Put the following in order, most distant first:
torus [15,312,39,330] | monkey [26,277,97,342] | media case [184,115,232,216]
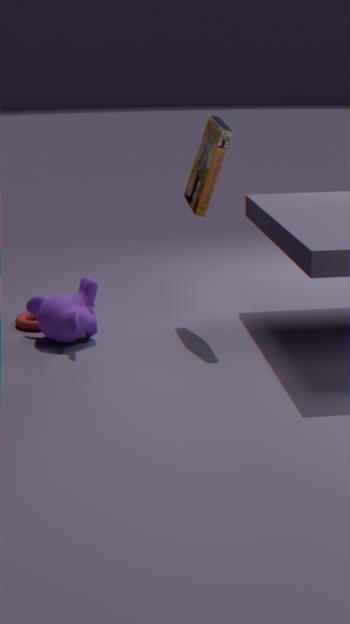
torus [15,312,39,330]
media case [184,115,232,216]
monkey [26,277,97,342]
